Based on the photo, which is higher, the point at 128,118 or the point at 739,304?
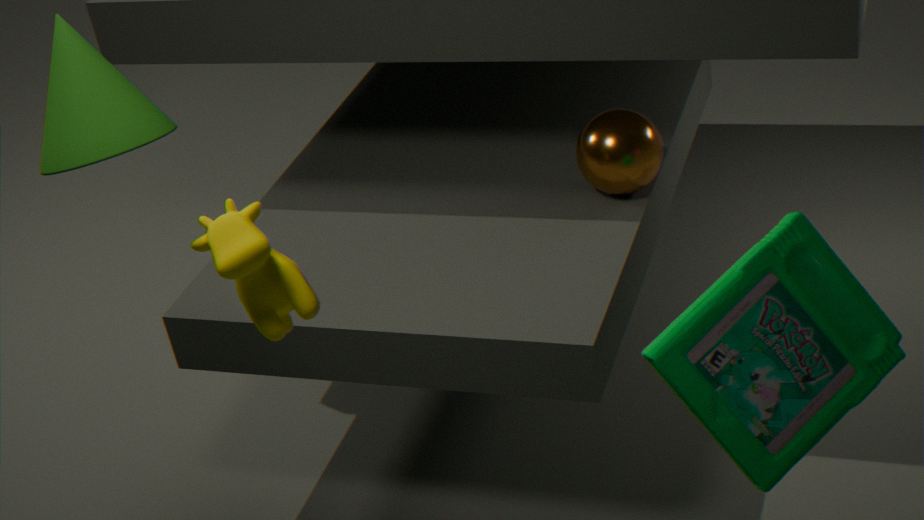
the point at 128,118
